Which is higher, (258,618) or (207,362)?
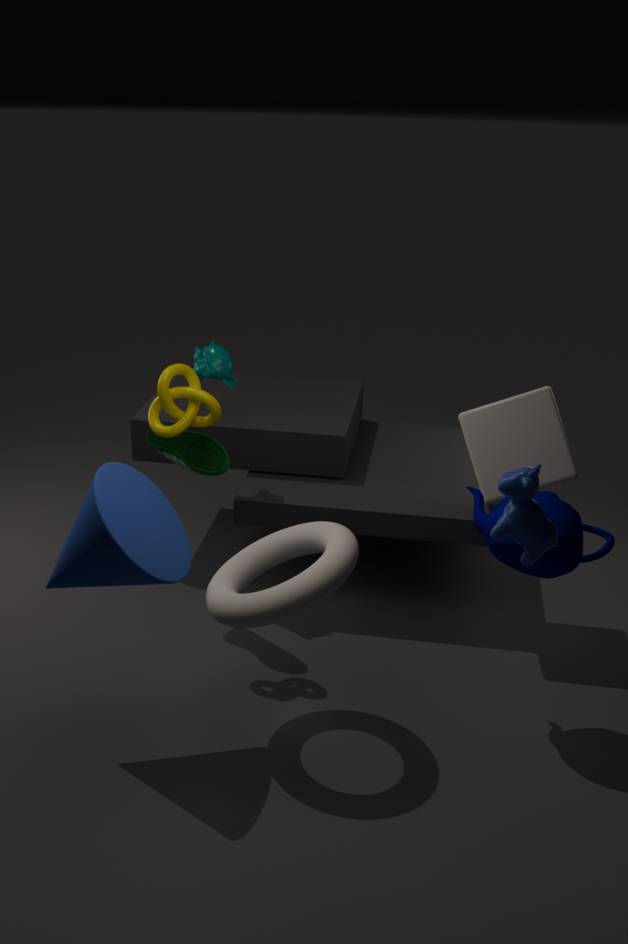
(207,362)
